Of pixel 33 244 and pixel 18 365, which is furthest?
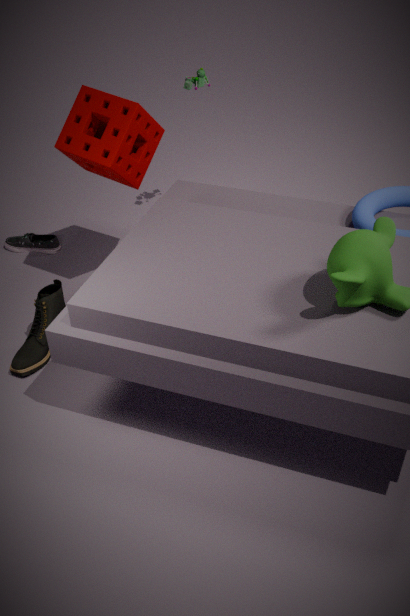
pixel 33 244
